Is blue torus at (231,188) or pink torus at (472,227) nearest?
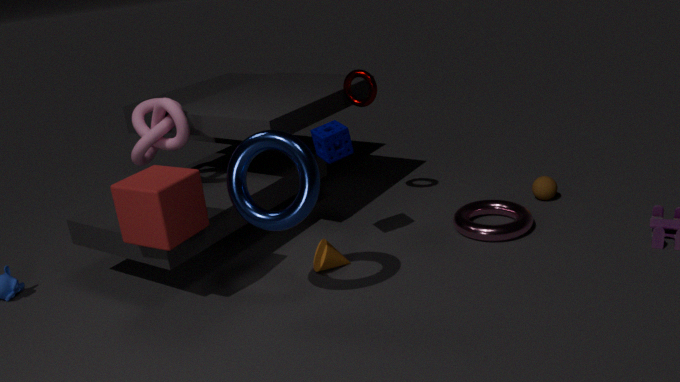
blue torus at (231,188)
